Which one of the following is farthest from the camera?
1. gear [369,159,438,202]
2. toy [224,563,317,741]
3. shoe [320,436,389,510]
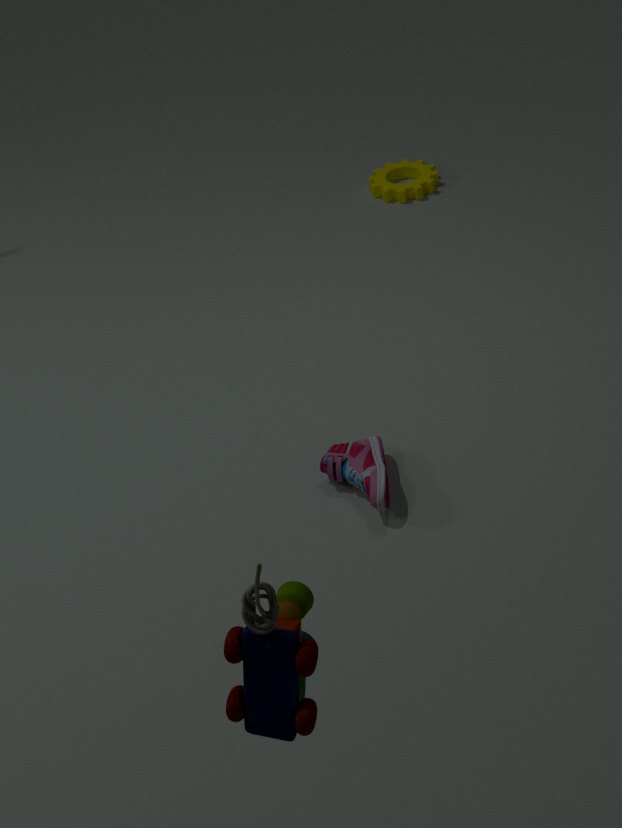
gear [369,159,438,202]
